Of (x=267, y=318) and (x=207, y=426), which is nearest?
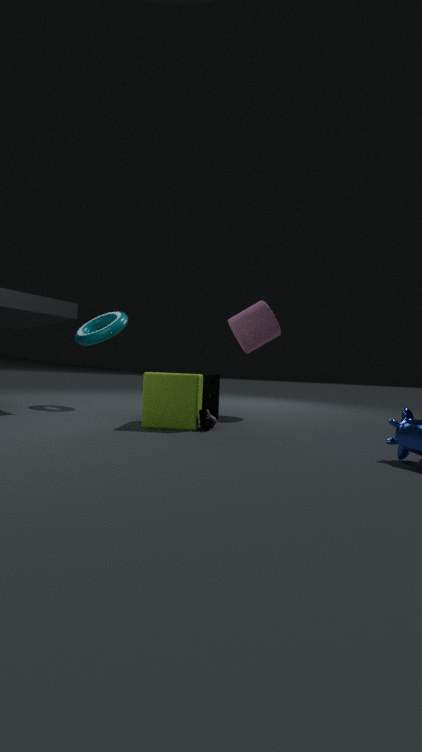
(x=207, y=426)
